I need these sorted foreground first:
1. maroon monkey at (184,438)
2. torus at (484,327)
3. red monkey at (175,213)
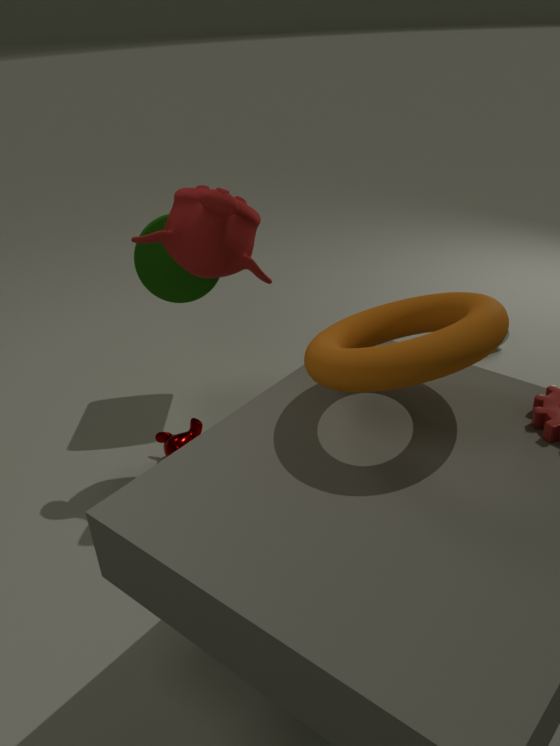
torus at (484,327)
red monkey at (175,213)
maroon monkey at (184,438)
